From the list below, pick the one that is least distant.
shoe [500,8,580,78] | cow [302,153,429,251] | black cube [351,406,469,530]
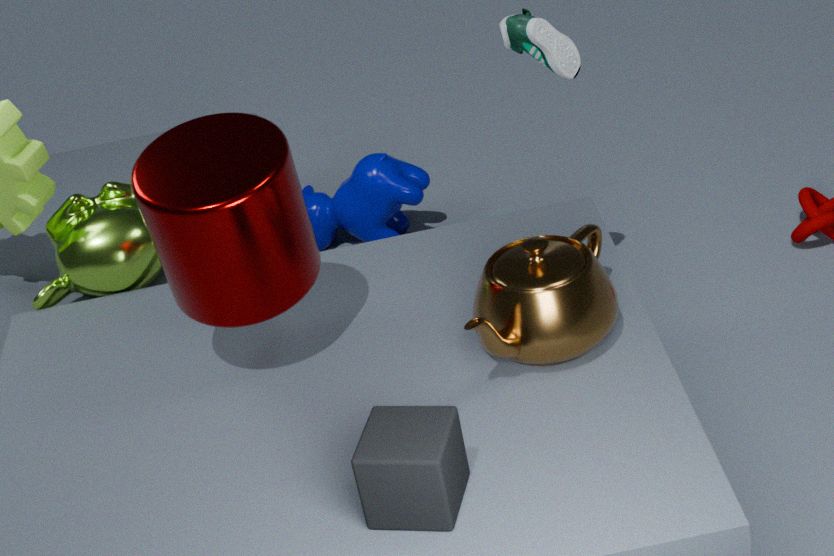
→ black cube [351,406,469,530]
